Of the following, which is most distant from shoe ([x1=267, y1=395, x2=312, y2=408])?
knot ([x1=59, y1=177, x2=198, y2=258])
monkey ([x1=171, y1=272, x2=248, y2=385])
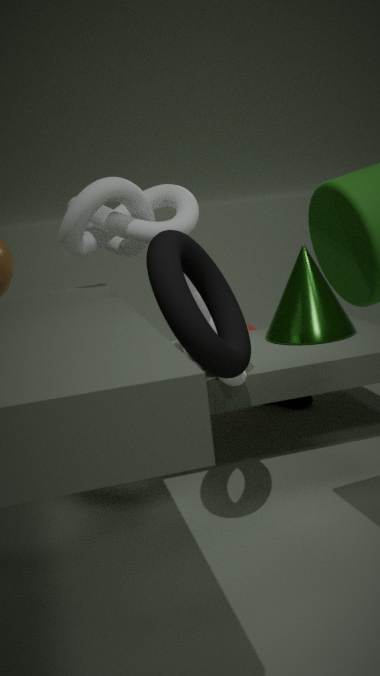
knot ([x1=59, y1=177, x2=198, y2=258])
